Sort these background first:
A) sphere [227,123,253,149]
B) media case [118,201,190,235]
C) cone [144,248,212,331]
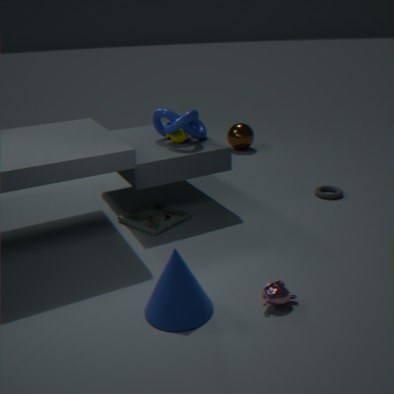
sphere [227,123,253,149], media case [118,201,190,235], cone [144,248,212,331]
